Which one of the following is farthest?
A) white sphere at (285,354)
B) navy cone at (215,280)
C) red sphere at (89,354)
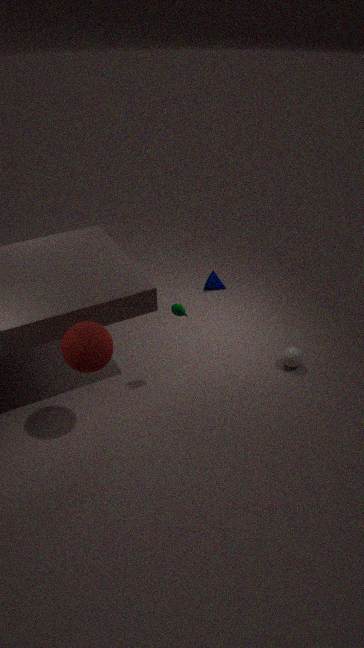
navy cone at (215,280)
